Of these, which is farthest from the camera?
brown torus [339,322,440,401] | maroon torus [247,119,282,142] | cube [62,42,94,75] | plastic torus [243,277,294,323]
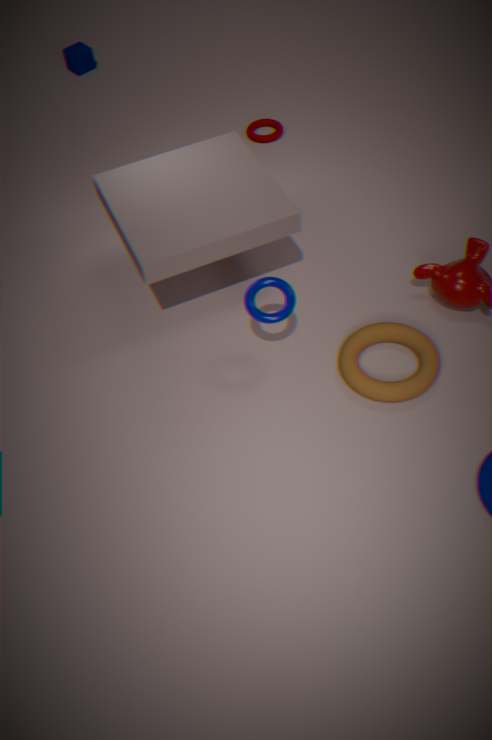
cube [62,42,94,75]
